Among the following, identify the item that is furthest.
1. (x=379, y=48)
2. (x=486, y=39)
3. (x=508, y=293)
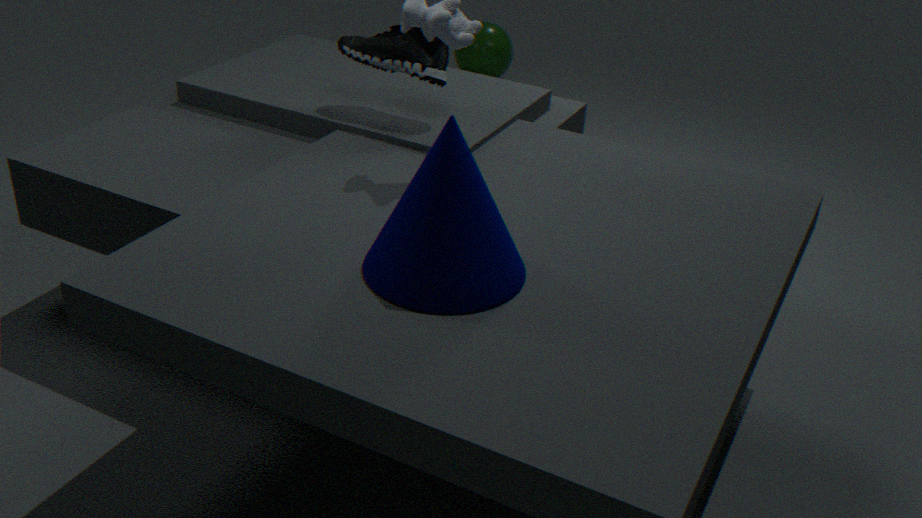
(x=486, y=39)
